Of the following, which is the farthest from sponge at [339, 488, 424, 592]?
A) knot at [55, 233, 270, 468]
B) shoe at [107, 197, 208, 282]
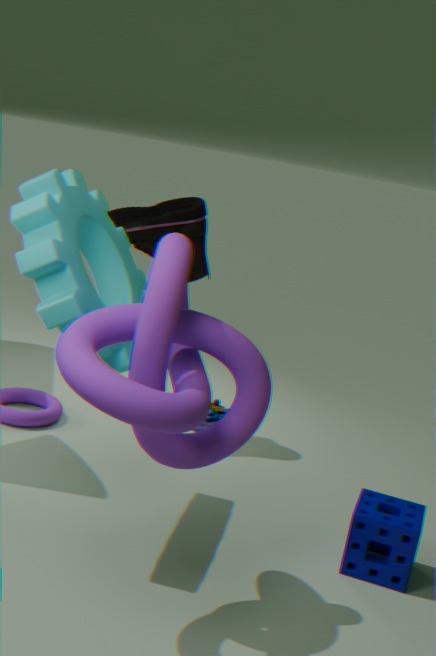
shoe at [107, 197, 208, 282]
